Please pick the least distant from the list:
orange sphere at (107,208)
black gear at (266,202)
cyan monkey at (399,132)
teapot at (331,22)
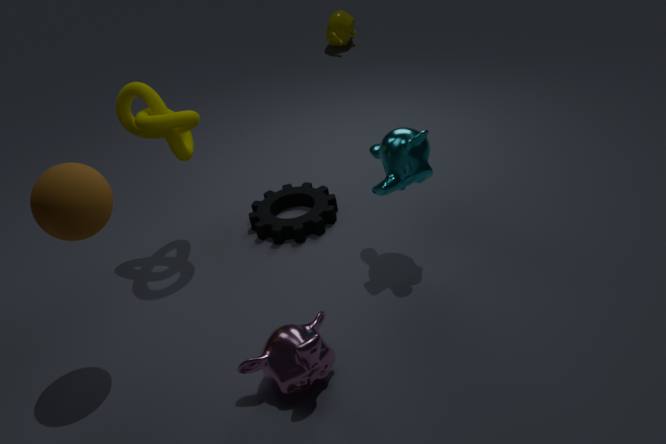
orange sphere at (107,208)
